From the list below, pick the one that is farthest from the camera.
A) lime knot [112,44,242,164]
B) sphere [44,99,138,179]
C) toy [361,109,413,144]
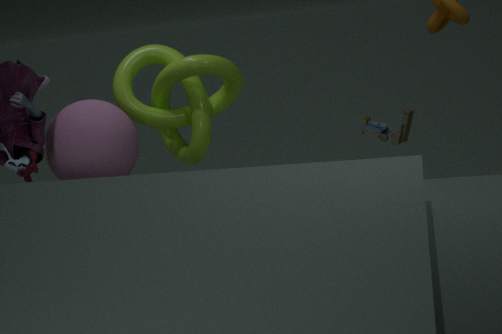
toy [361,109,413,144]
